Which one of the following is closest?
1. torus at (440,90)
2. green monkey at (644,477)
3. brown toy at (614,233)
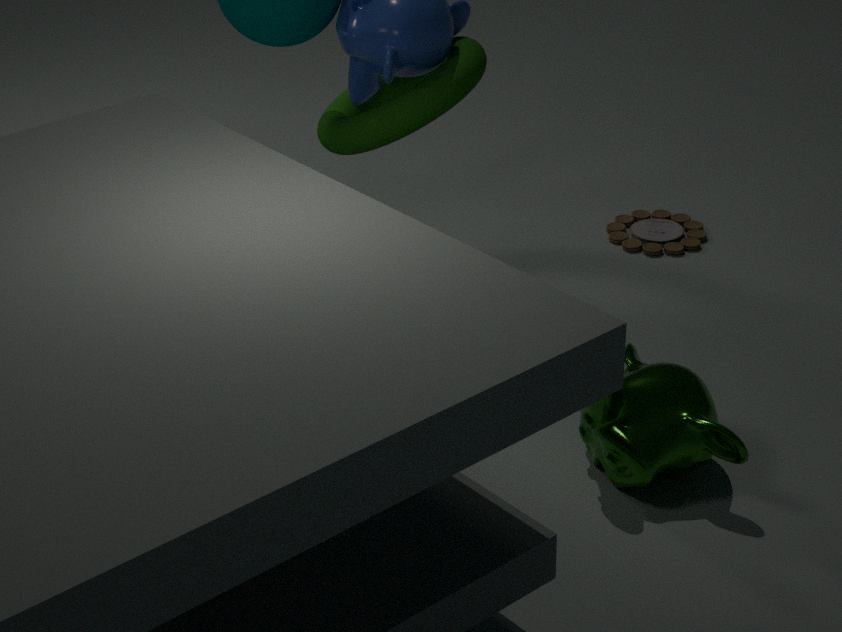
green monkey at (644,477)
